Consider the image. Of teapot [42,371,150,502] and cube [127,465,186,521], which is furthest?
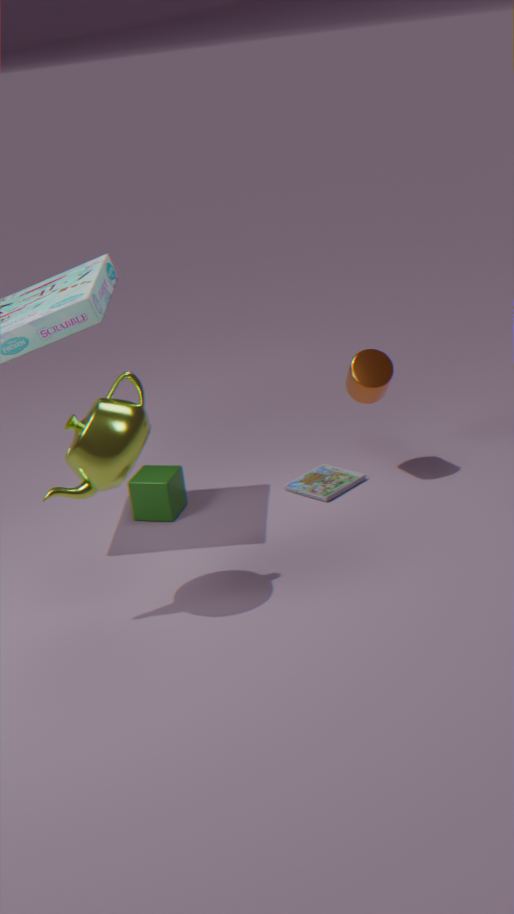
cube [127,465,186,521]
